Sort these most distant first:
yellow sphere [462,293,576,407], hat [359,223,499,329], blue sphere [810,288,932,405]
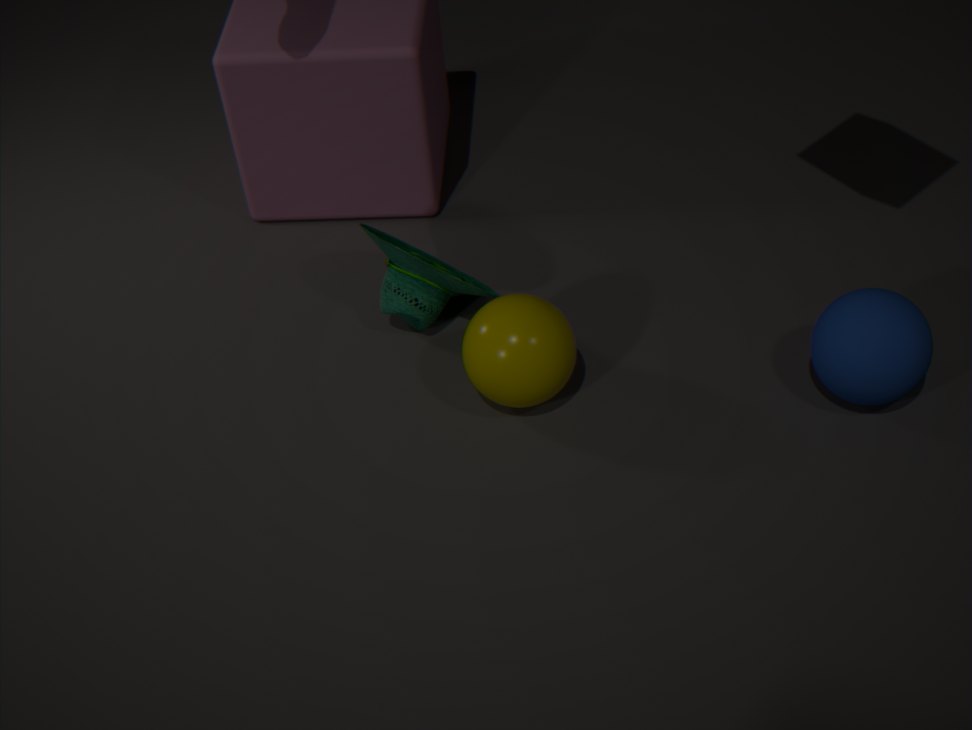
A: 1. hat [359,223,499,329]
2. yellow sphere [462,293,576,407]
3. blue sphere [810,288,932,405]
